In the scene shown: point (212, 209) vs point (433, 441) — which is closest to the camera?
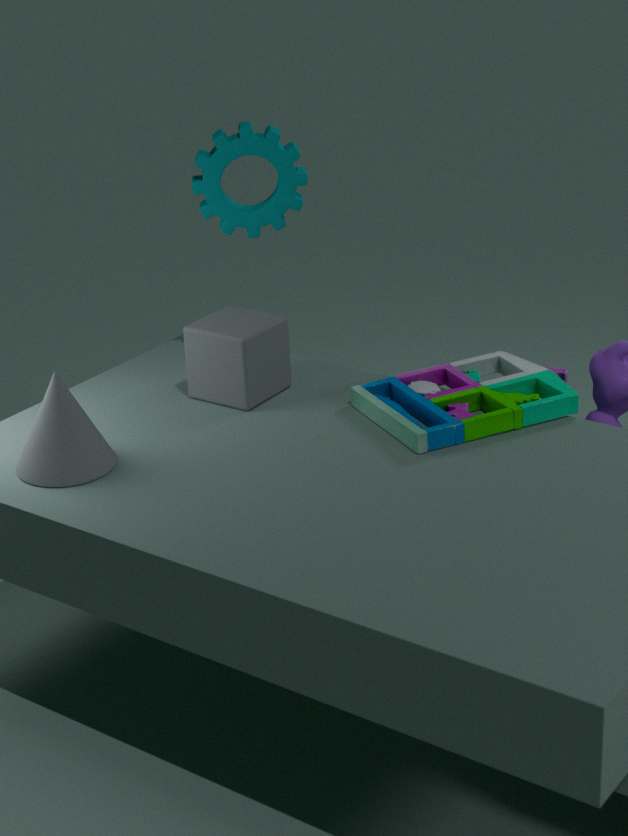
point (433, 441)
